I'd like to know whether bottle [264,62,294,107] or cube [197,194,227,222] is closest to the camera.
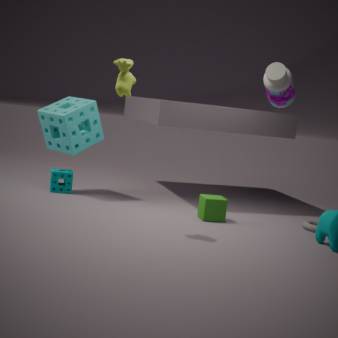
bottle [264,62,294,107]
